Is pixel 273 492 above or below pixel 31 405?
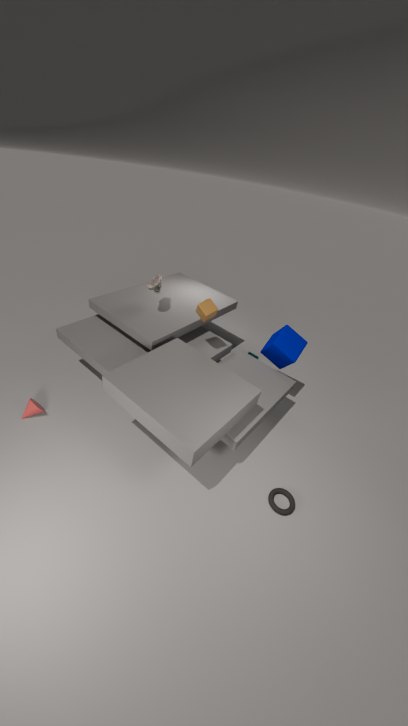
below
